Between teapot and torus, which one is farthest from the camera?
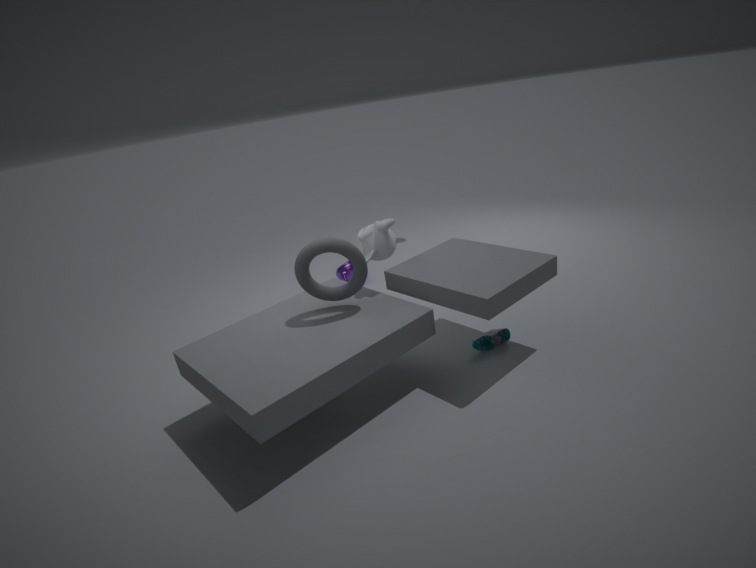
teapot
